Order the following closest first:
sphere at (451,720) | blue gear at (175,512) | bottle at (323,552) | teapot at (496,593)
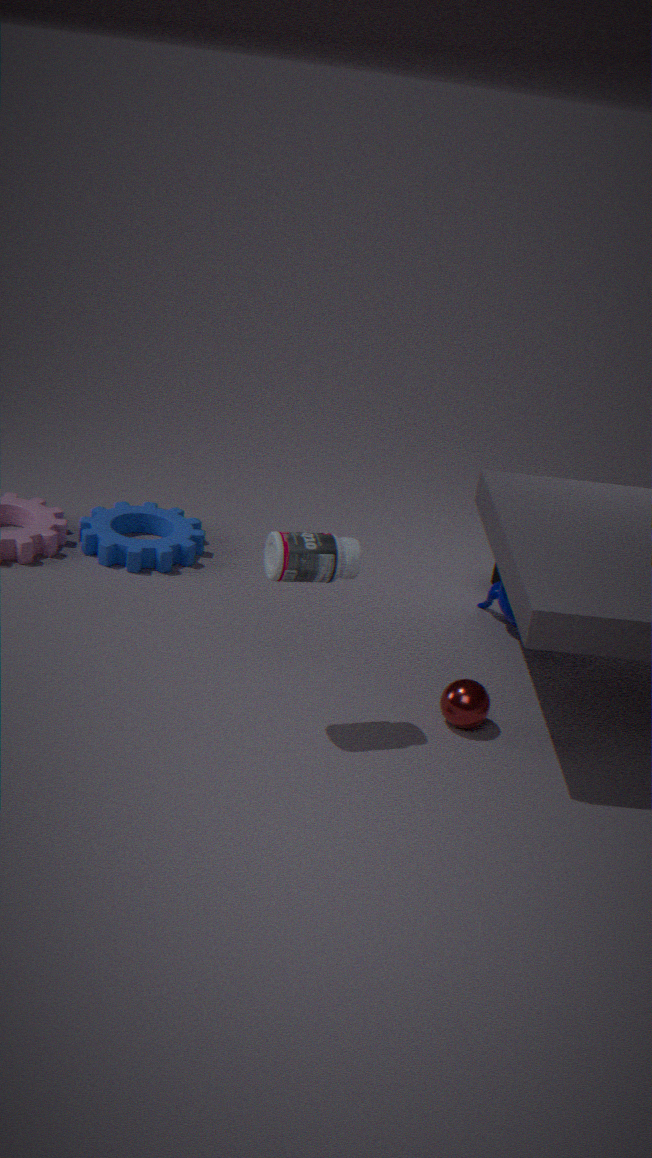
bottle at (323,552)
sphere at (451,720)
teapot at (496,593)
blue gear at (175,512)
